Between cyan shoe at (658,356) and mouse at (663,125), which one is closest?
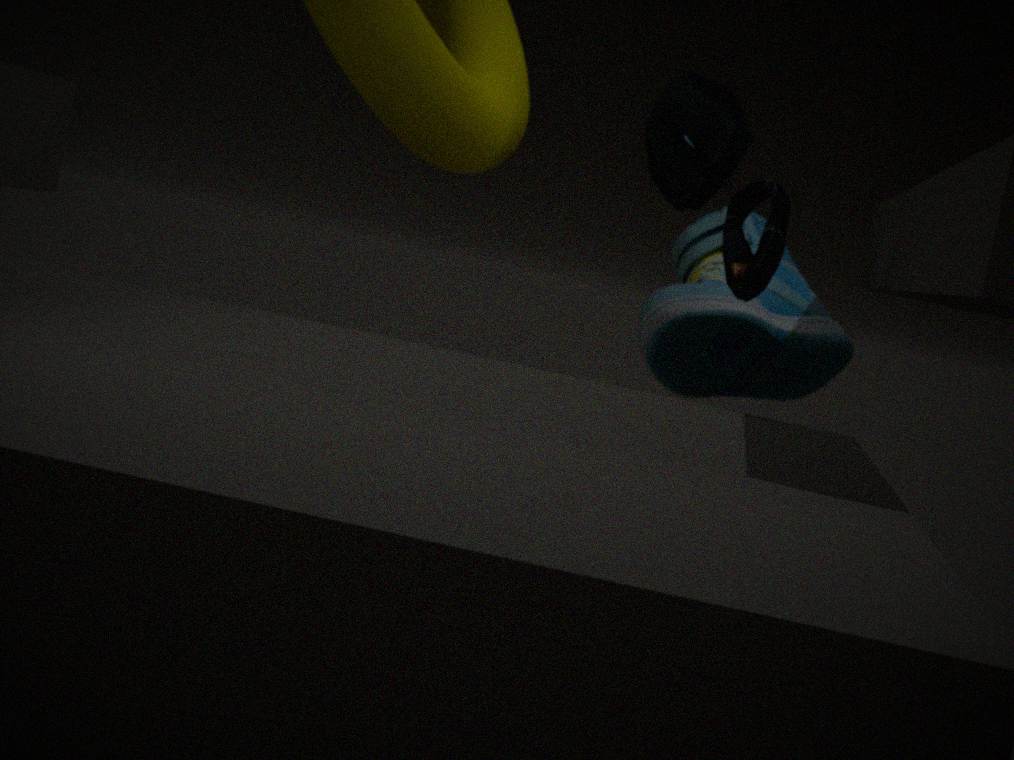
mouse at (663,125)
